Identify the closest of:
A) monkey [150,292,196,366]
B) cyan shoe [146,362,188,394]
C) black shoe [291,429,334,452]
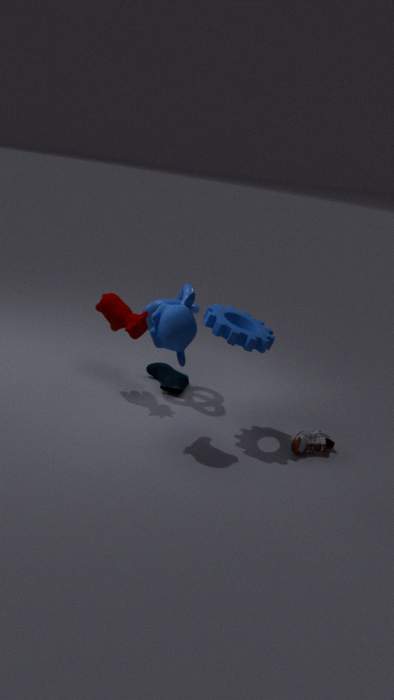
monkey [150,292,196,366]
